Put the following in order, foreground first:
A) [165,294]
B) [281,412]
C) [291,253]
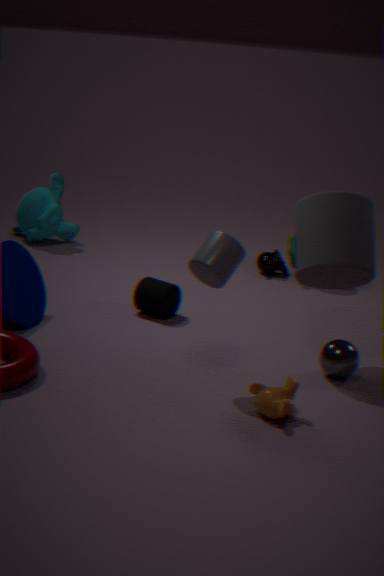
[281,412] → [165,294] → [291,253]
